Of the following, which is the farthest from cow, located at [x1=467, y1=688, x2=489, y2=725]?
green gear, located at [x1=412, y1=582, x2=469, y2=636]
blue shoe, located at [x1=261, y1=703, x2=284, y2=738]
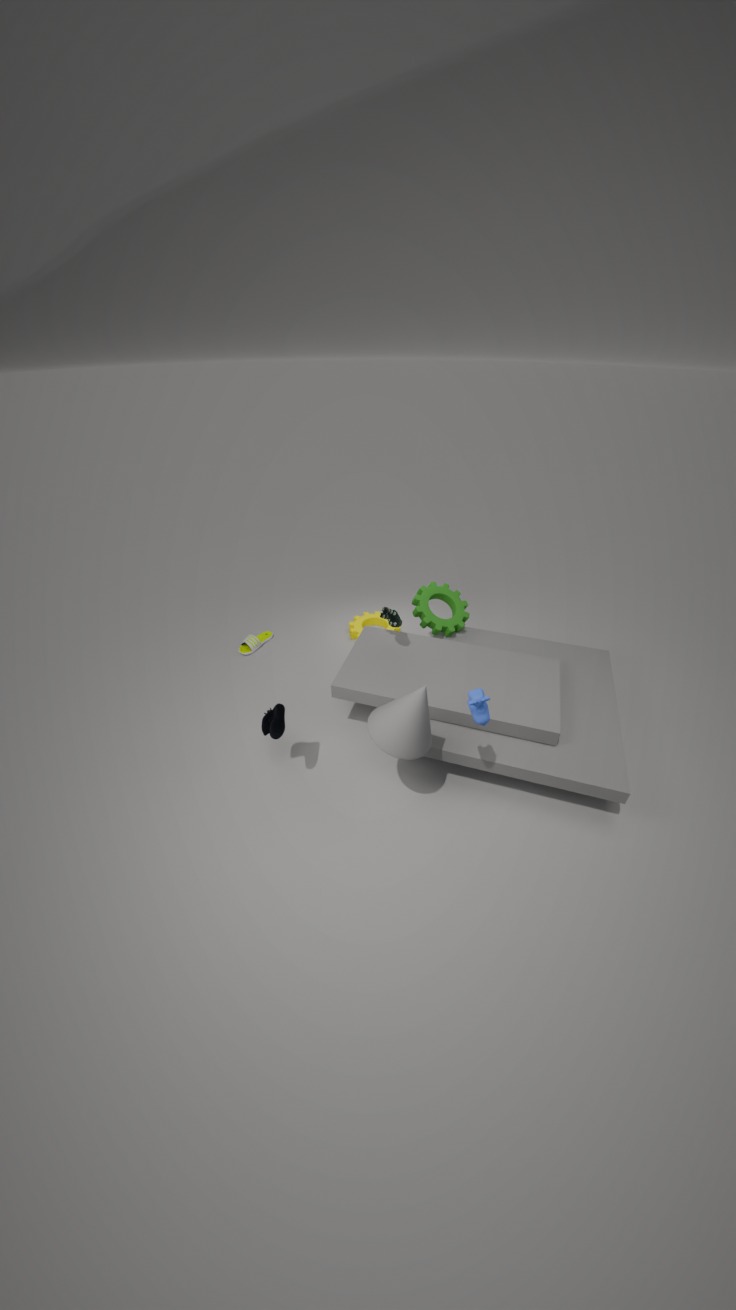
green gear, located at [x1=412, y1=582, x2=469, y2=636]
